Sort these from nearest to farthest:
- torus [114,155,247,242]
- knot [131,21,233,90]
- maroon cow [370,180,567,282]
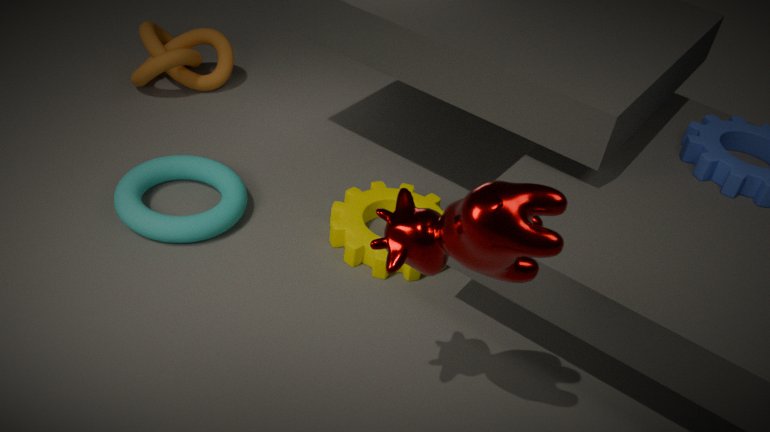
1. maroon cow [370,180,567,282]
2. torus [114,155,247,242]
3. knot [131,21,233,90]
